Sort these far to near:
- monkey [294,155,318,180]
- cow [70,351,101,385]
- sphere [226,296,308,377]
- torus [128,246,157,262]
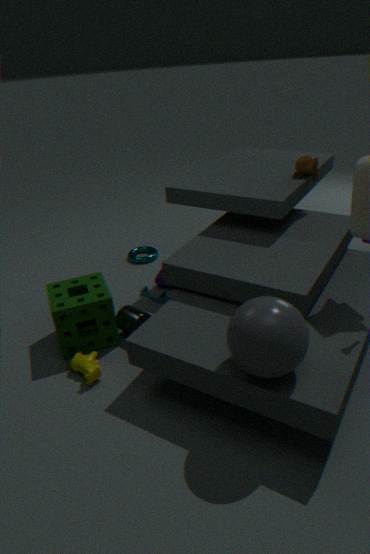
torus [128,246,157,262] < monkey [294,155,318,180] < cow [70,351,101,385] < sphere [226,296,308,377]
